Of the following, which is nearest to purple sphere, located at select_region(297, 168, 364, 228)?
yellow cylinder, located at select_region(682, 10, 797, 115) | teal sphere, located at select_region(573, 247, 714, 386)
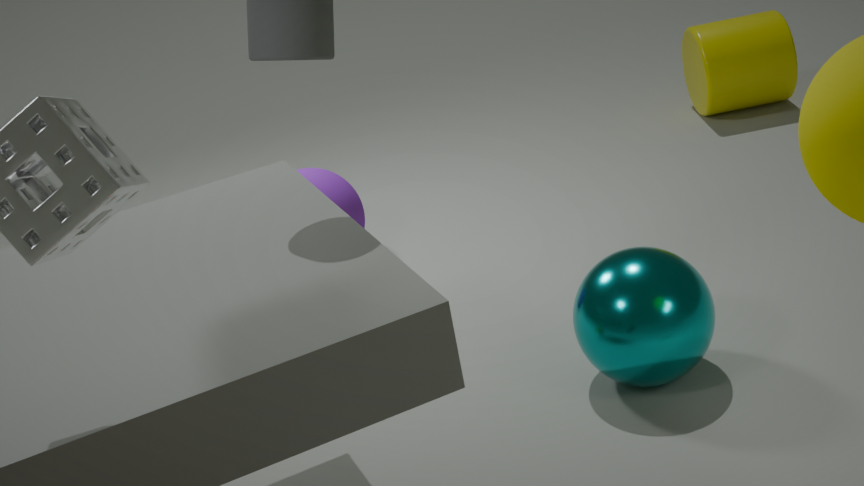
teal sphere, located at select_region(573, 247, 714, 386)
